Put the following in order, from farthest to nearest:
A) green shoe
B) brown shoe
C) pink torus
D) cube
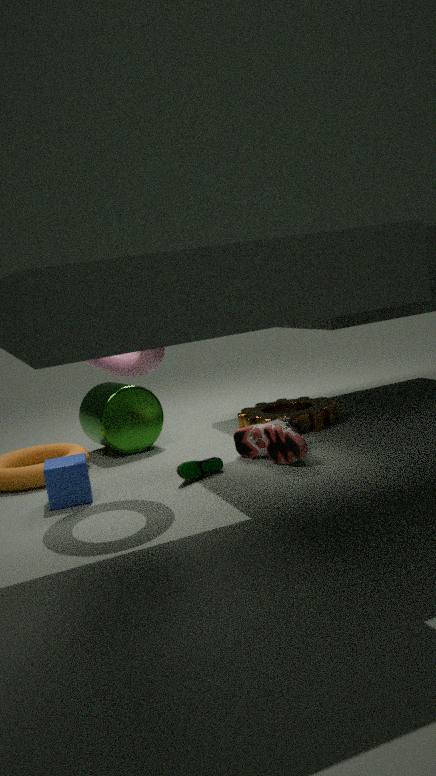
brown shoe
green shoe
cube
pink torus
